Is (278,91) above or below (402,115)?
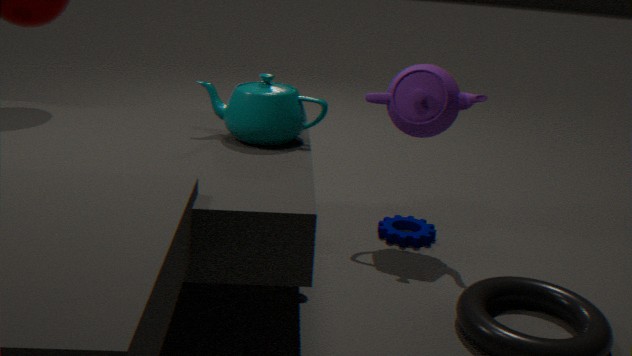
below
